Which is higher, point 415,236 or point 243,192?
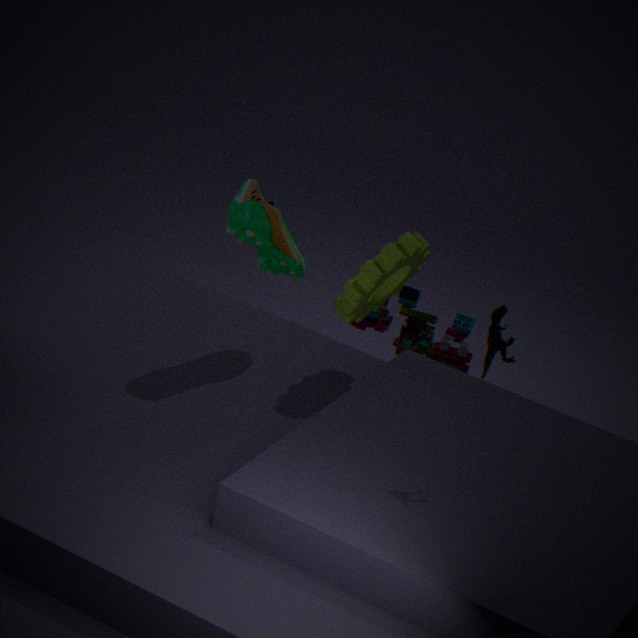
point 243,192
